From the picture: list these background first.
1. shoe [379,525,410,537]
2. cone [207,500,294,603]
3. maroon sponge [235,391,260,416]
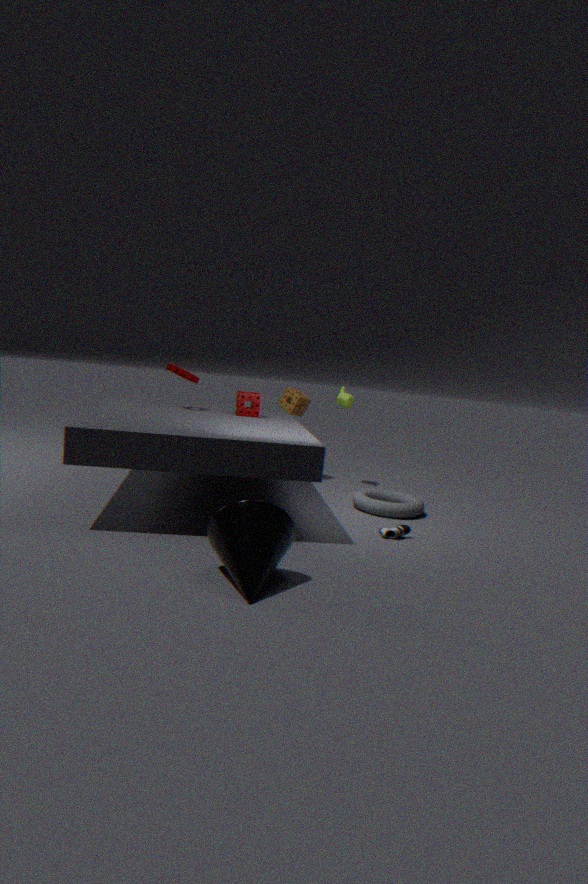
maroon sponge [235,391,260,416] < shoe [379,525,410,537] < cone [207,500,294,603]
